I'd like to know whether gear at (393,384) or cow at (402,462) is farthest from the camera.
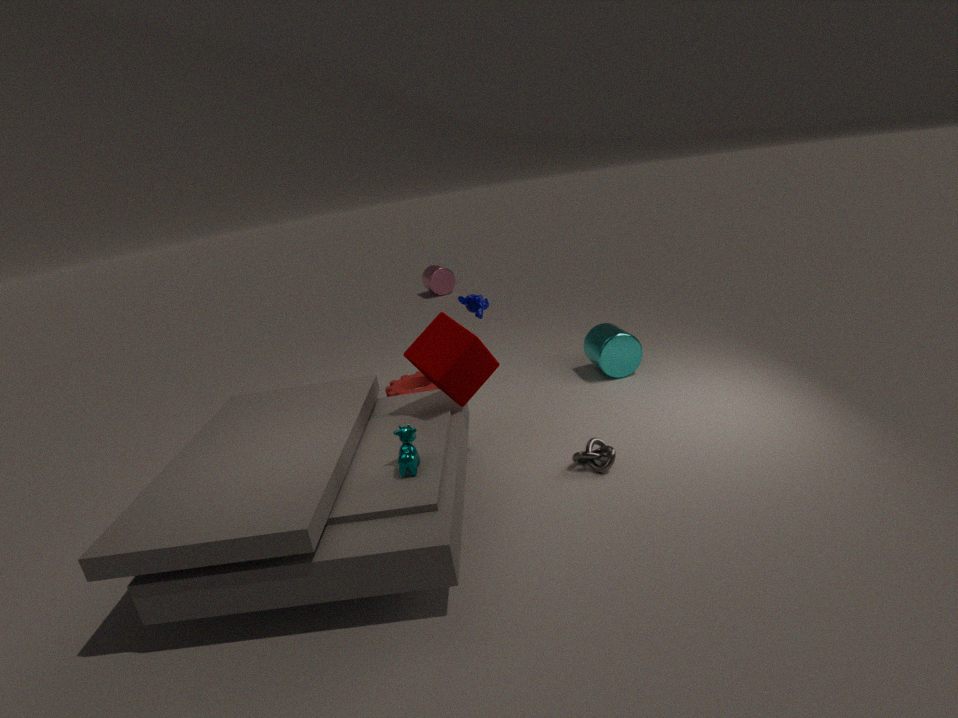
gear at (393,384)
